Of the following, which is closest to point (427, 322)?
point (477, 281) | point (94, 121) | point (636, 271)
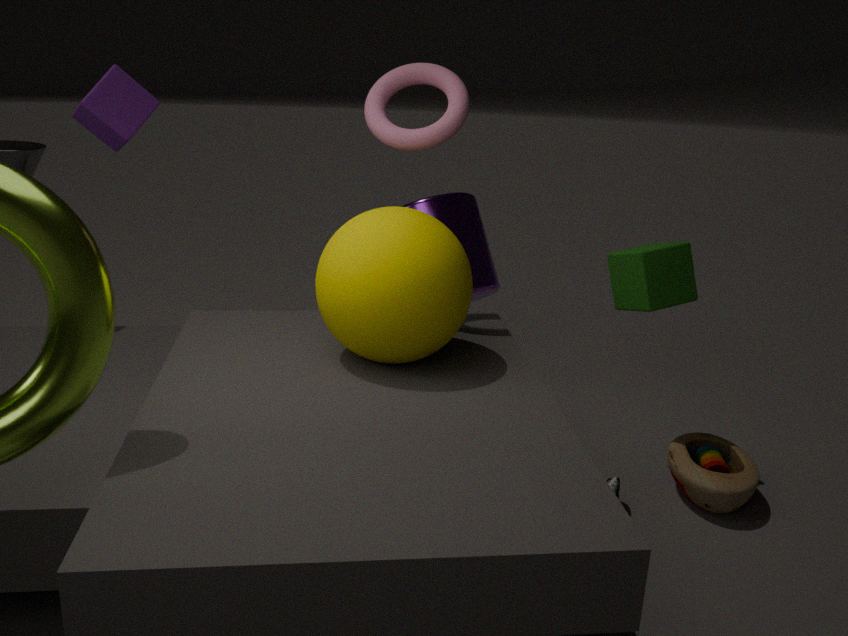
point (636, 271)
